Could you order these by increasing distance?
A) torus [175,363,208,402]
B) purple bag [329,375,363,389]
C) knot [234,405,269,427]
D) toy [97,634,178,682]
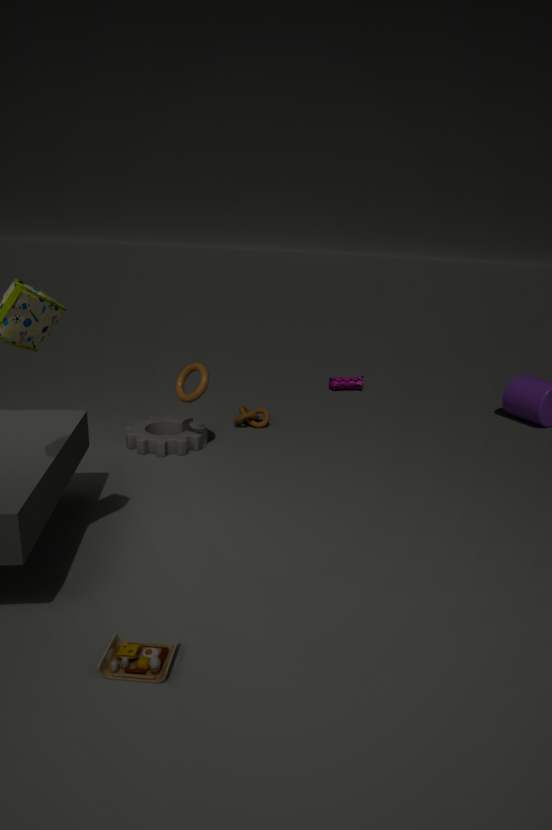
toy [97,634,178,682] → torus [175,363,208,402] → knot [234,405,269,427] → purple bag [329,375,363,389]
